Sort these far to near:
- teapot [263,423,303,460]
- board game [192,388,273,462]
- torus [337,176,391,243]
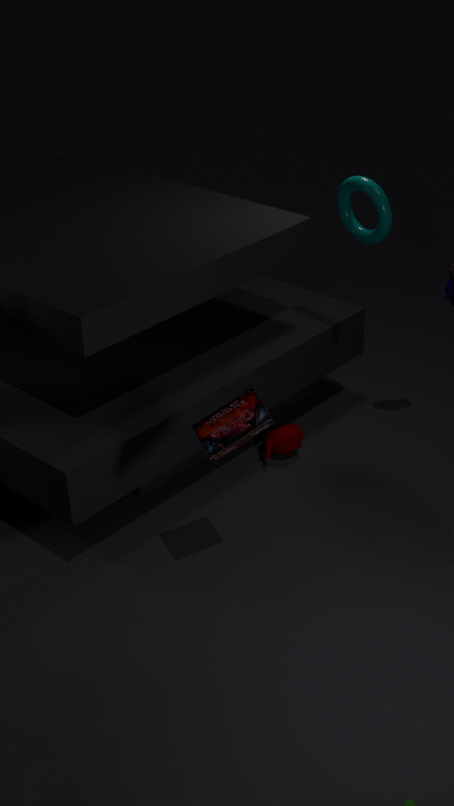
1. teapot [263,423,303,460]
2. torus [337,176,391,243]
3. board game [192,388,273,462]
